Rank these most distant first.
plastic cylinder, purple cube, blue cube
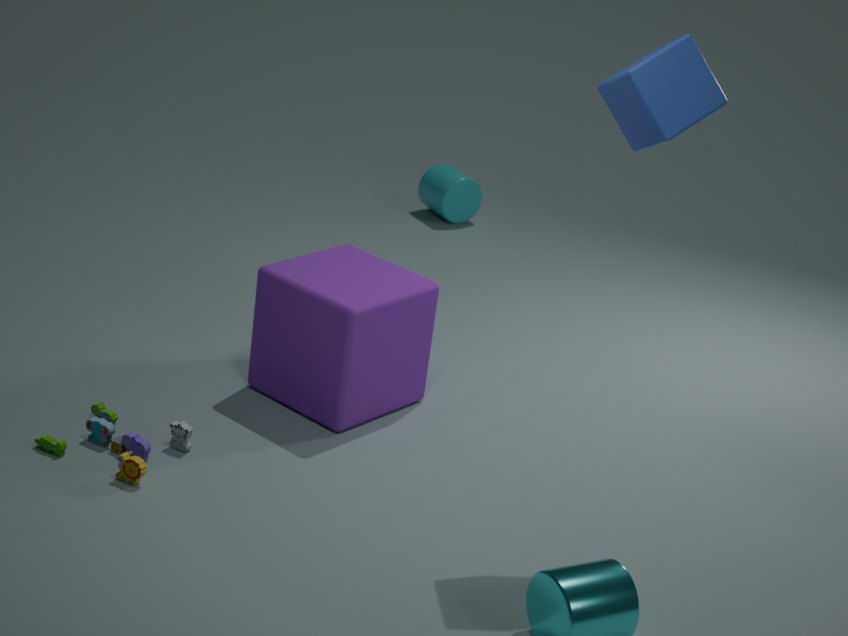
plastic cylinder
purple cube
blue cube
